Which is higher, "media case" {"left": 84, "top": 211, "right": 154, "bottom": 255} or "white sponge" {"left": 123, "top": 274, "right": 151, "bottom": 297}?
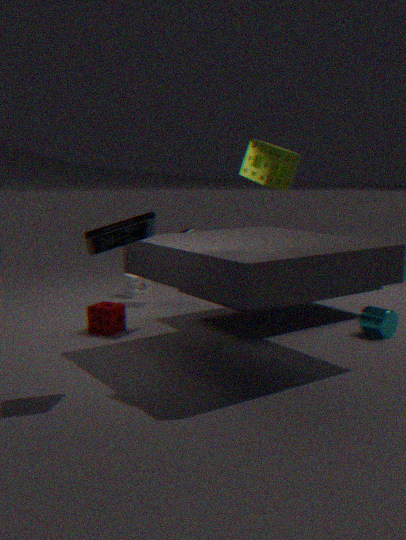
"media case" {"left": 84, "top": 211, "right": 154, "bottom": 255}
